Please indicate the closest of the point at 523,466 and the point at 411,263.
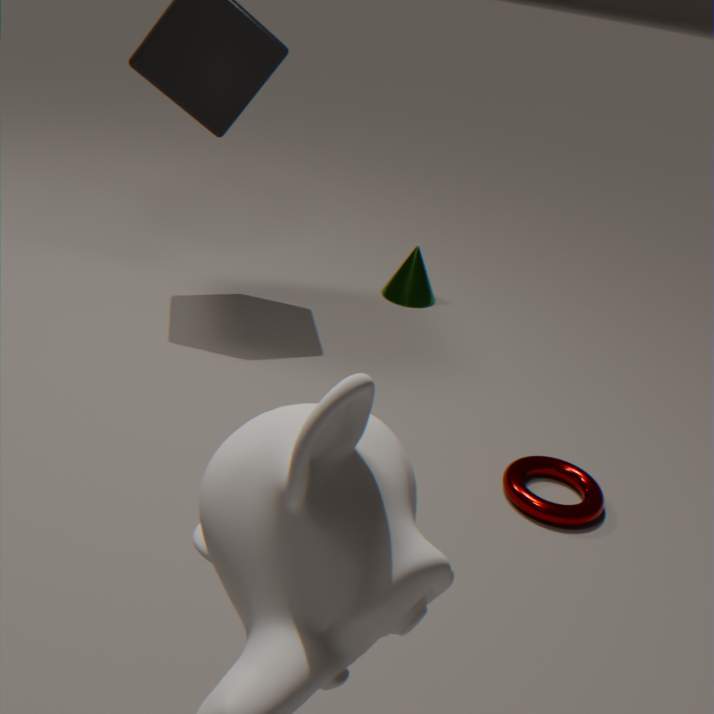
the point at 523,466
